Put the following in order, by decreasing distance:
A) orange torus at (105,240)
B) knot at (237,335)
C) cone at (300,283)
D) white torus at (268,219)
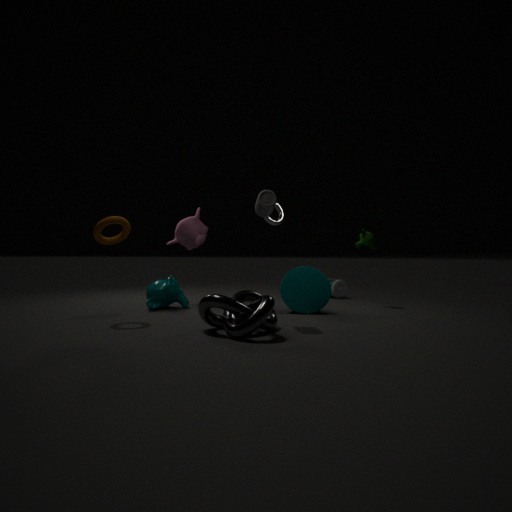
white torus at (268,219)
cone at (300,283)
orange torus at (105,240)
knot at (237,335)
